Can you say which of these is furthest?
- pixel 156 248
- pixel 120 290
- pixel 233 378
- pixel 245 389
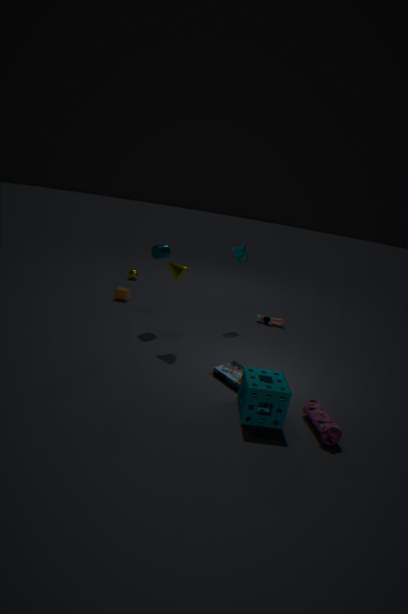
pixel 120 290
